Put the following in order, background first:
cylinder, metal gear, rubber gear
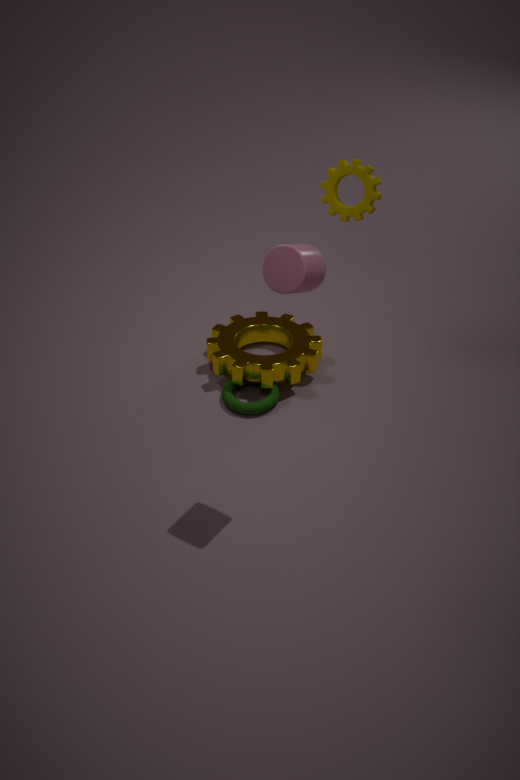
1. metal gear
2. rubber gear
3. cylinder
